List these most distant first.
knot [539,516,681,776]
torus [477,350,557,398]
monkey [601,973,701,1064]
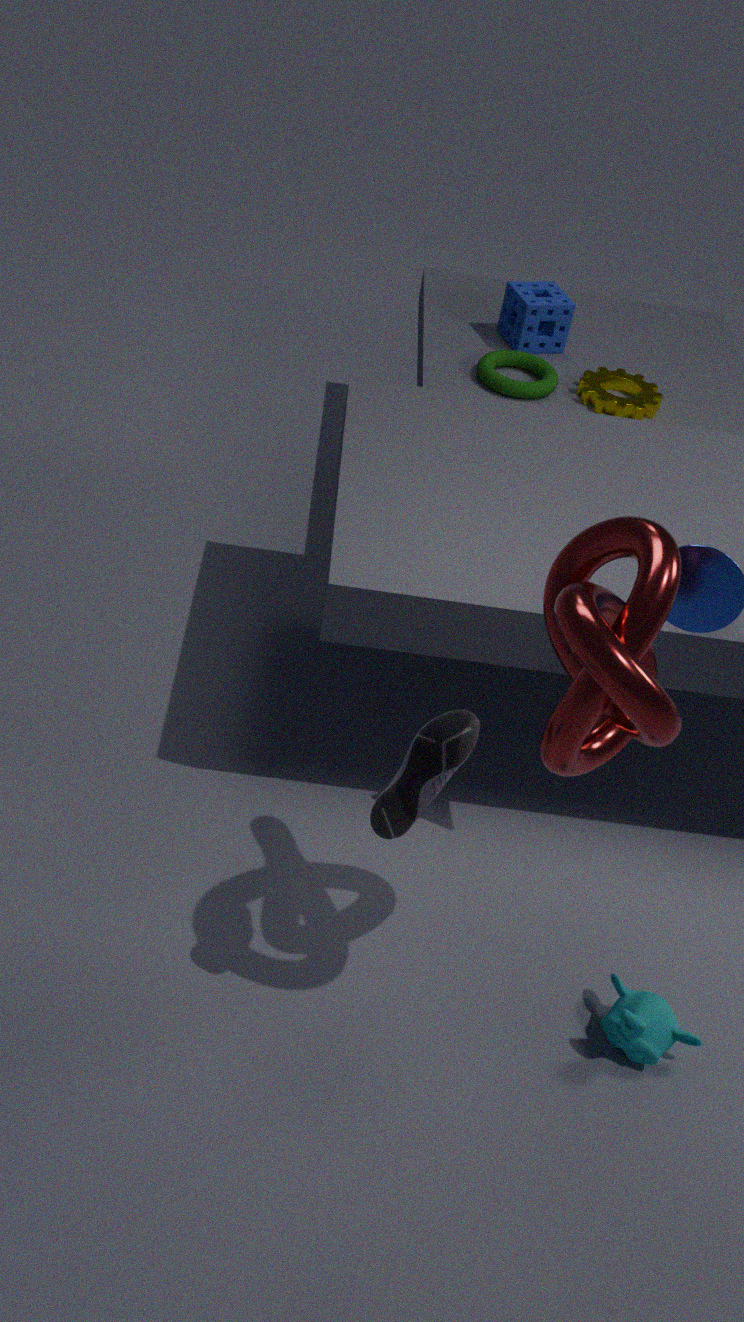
1. torus [477,350,557,398]
2. monkey [601,973,701,1064]
3. knot [539,516,681,776]
